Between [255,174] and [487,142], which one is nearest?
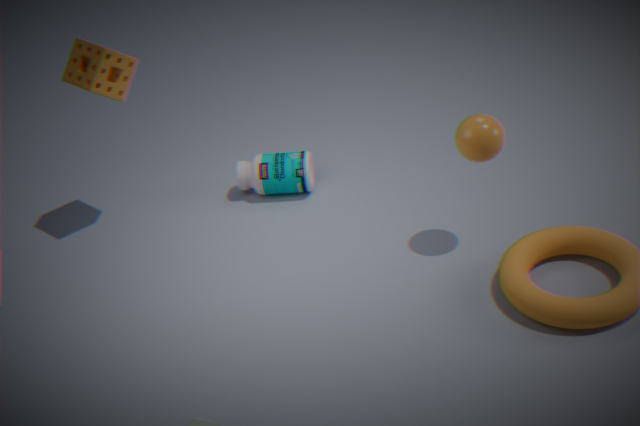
[487,142]
